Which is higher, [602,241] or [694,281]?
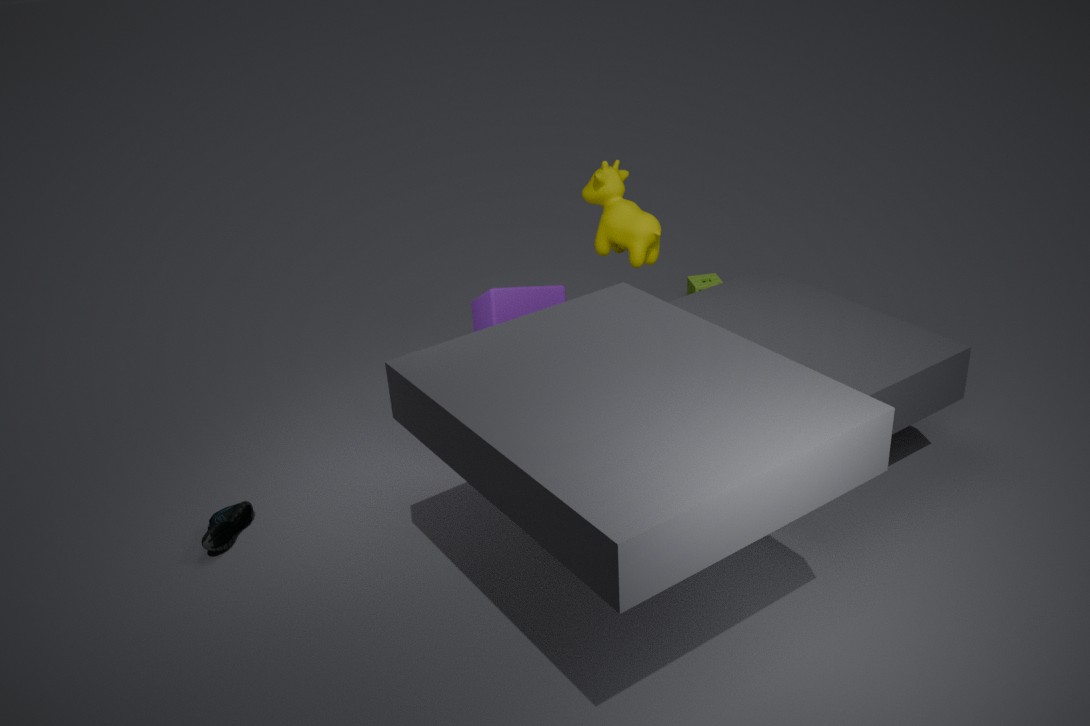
[602,241]
